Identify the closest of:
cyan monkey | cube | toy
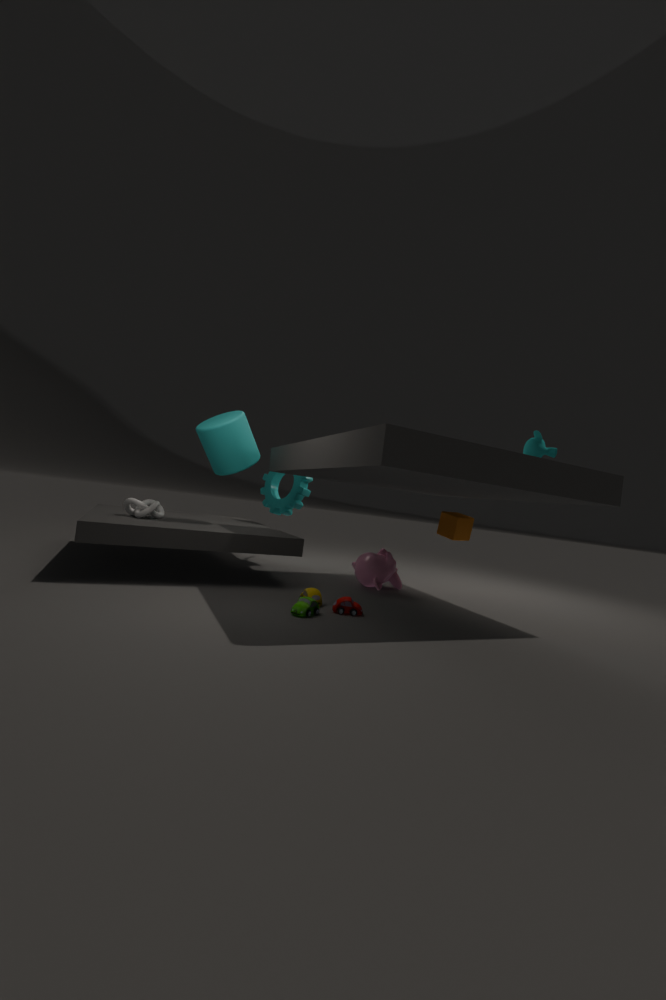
toy
